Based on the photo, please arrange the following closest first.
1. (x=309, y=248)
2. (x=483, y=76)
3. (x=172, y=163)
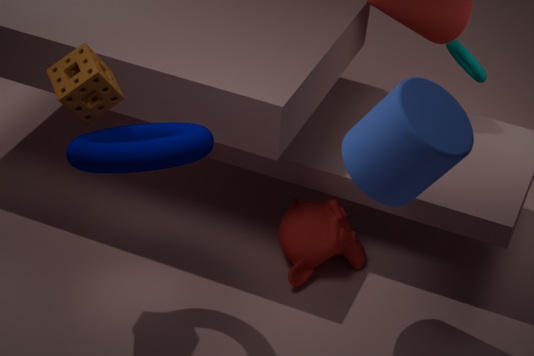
(x=172, y=163) < (x=309, y=248) < (x=483, y=76)
